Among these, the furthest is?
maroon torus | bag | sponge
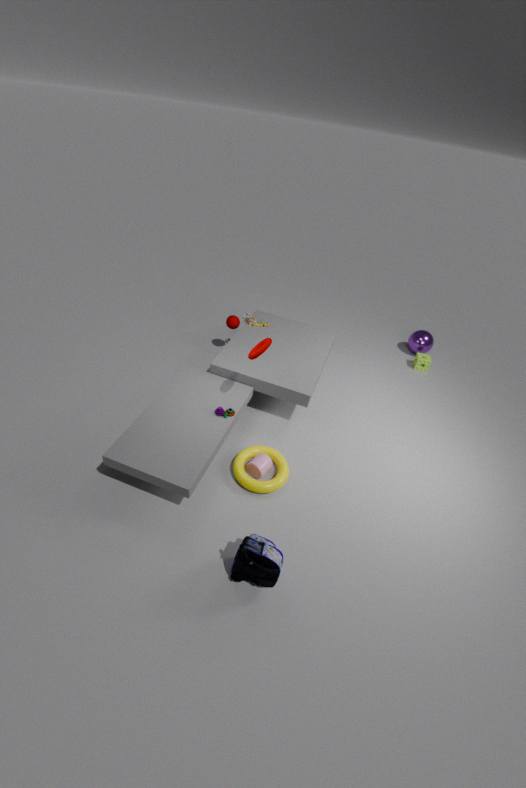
sponge
